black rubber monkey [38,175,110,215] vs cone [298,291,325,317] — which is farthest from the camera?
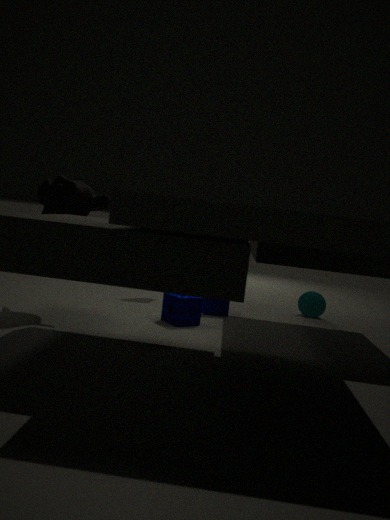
cone [298,291,325,317]
